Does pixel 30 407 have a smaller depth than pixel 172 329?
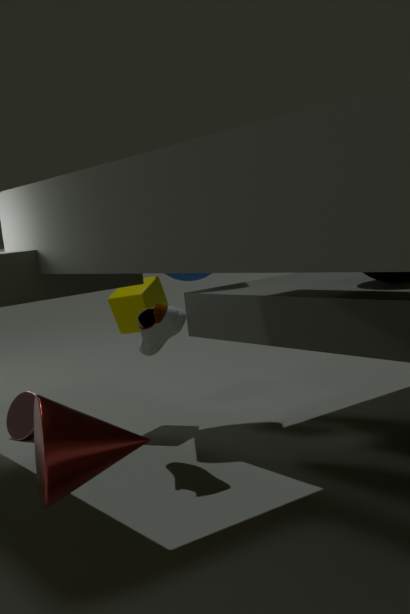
No
